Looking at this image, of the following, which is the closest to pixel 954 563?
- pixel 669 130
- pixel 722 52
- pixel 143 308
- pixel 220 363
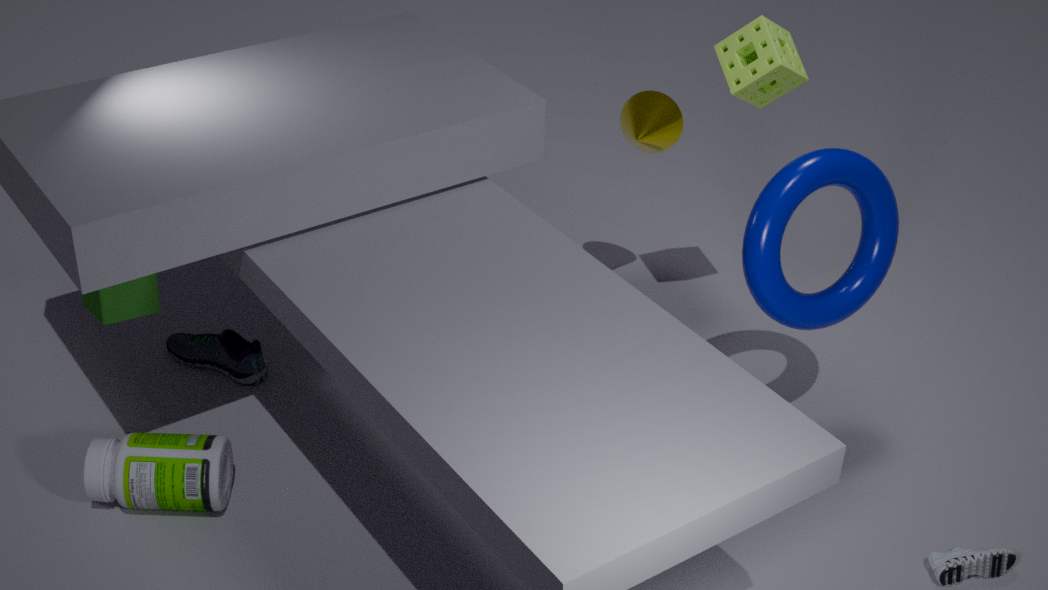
pixel 722 52
